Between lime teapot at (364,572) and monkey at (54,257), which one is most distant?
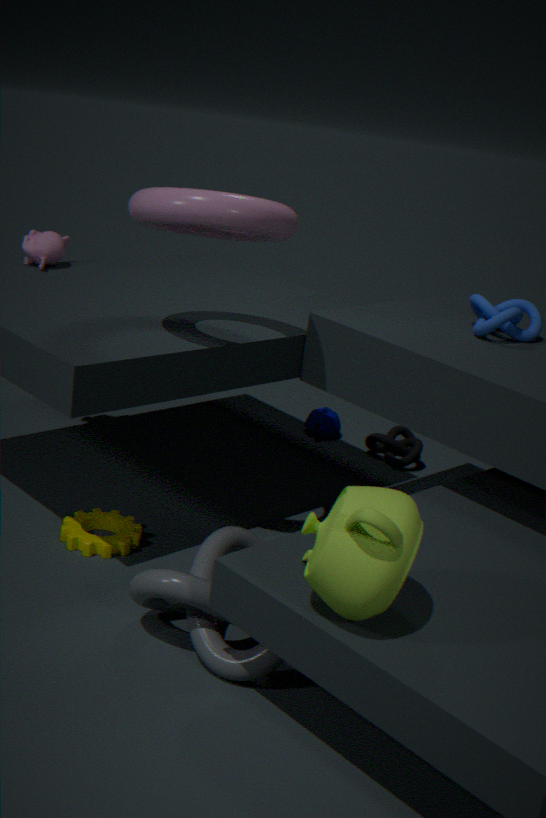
monkey at (54,257)
